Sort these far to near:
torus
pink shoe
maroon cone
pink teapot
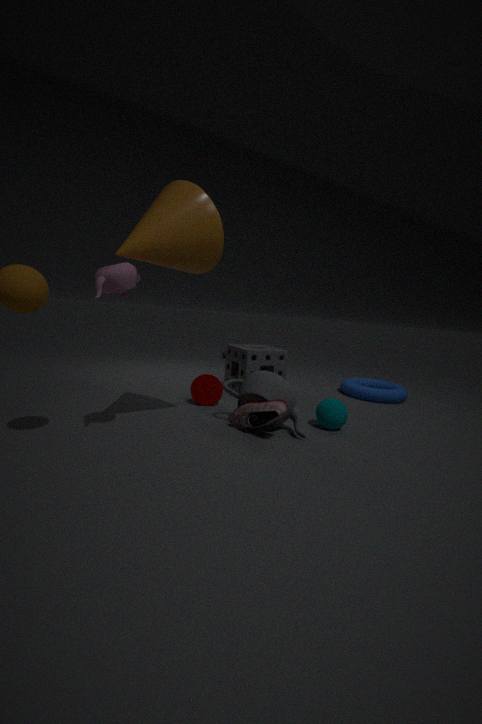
torus < maroon cone < pink shoe < pink teapot
